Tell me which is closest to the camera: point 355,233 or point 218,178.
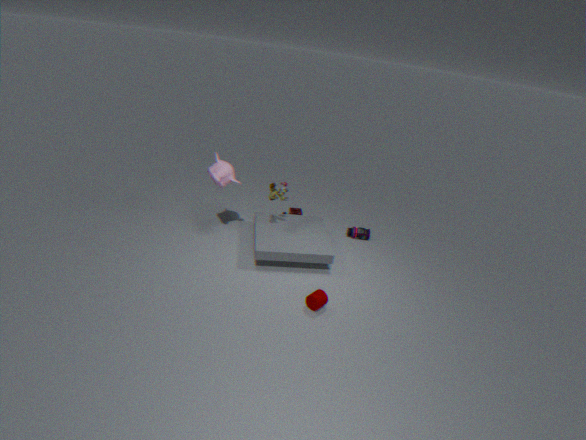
point 218,178
